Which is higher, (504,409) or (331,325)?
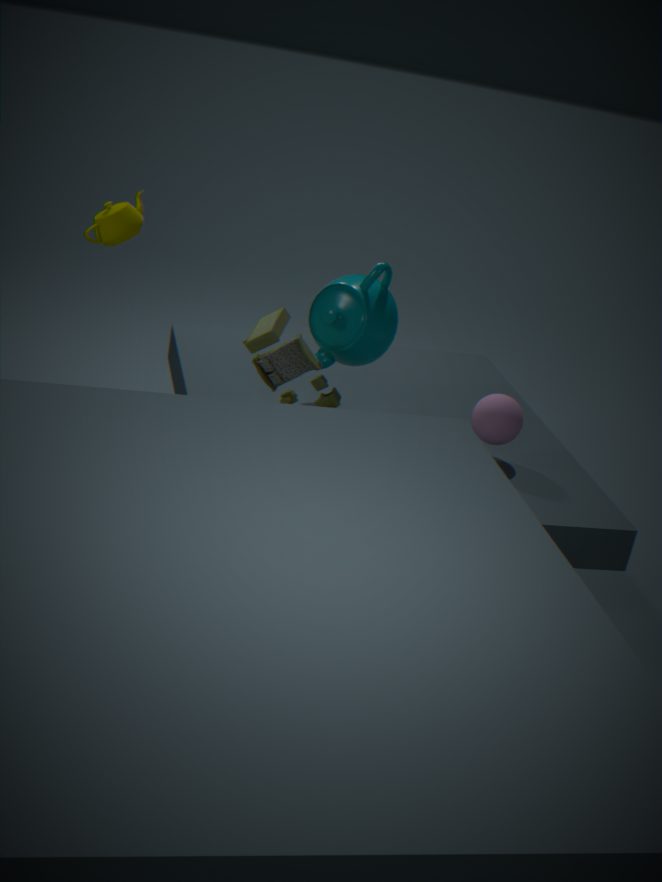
→ (331,325)
